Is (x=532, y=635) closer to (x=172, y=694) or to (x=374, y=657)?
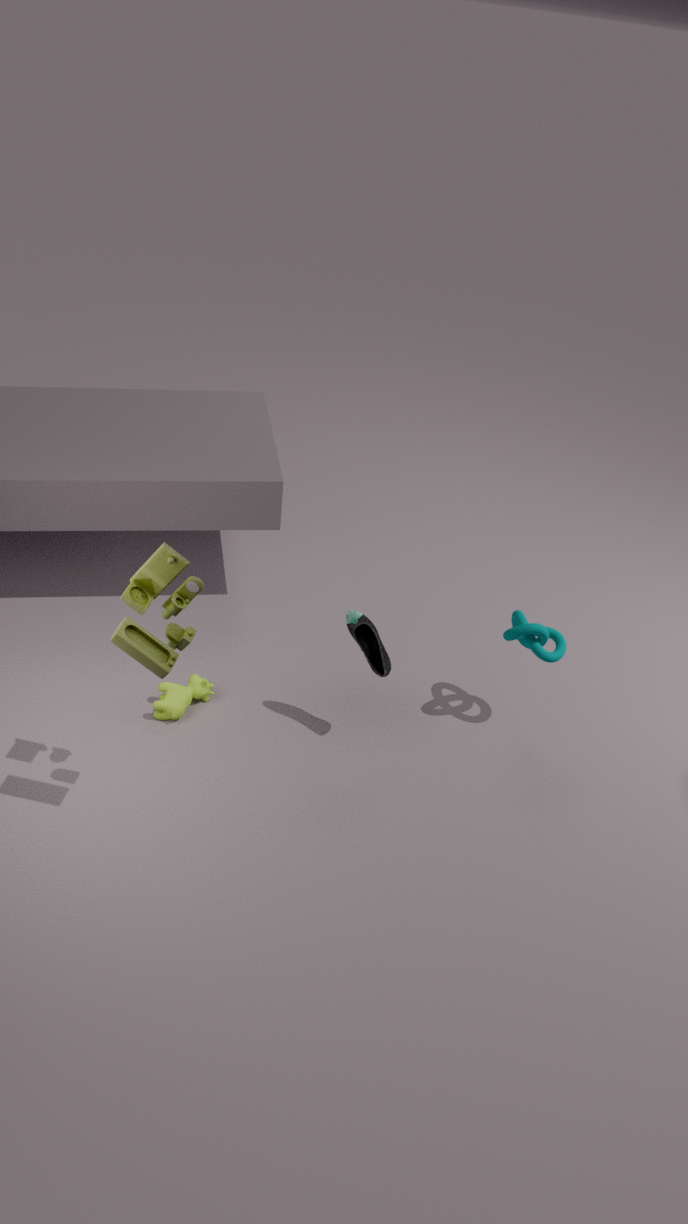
(x=374, y=657)
